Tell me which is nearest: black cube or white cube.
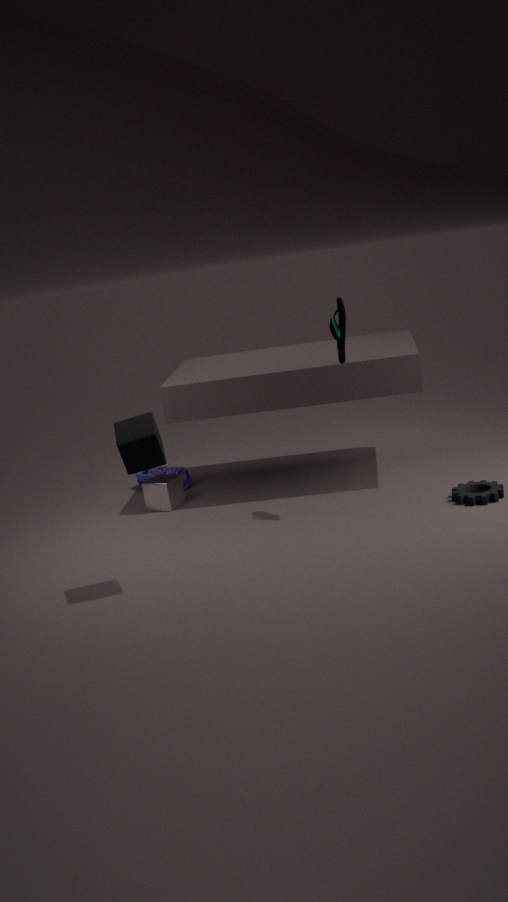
black cube
